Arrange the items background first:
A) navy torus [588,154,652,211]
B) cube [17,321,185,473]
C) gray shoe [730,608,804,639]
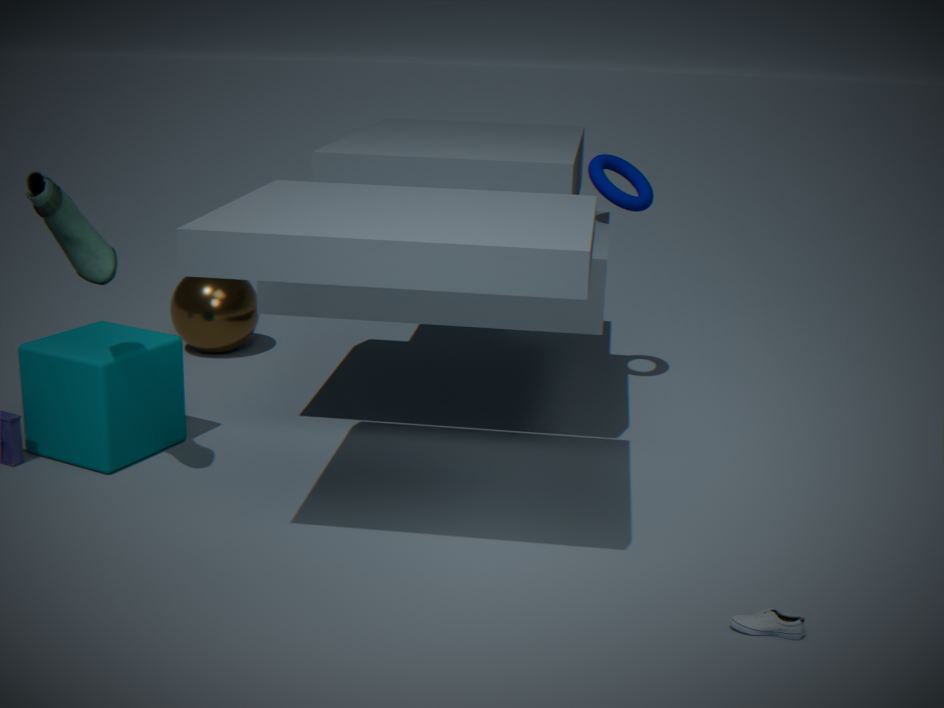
navy torus [588,154,652,211], cube [17,321,185,473], gray shoe [730,608,804,639]
